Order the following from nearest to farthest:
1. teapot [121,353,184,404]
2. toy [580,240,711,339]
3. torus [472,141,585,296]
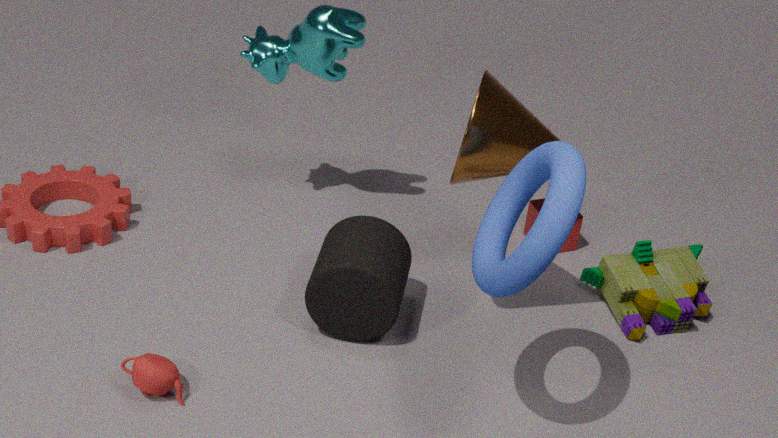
1. torus [472,141,585,296]
2. teapot [121,353,184,404]
3. toy [580,240,711,339]
